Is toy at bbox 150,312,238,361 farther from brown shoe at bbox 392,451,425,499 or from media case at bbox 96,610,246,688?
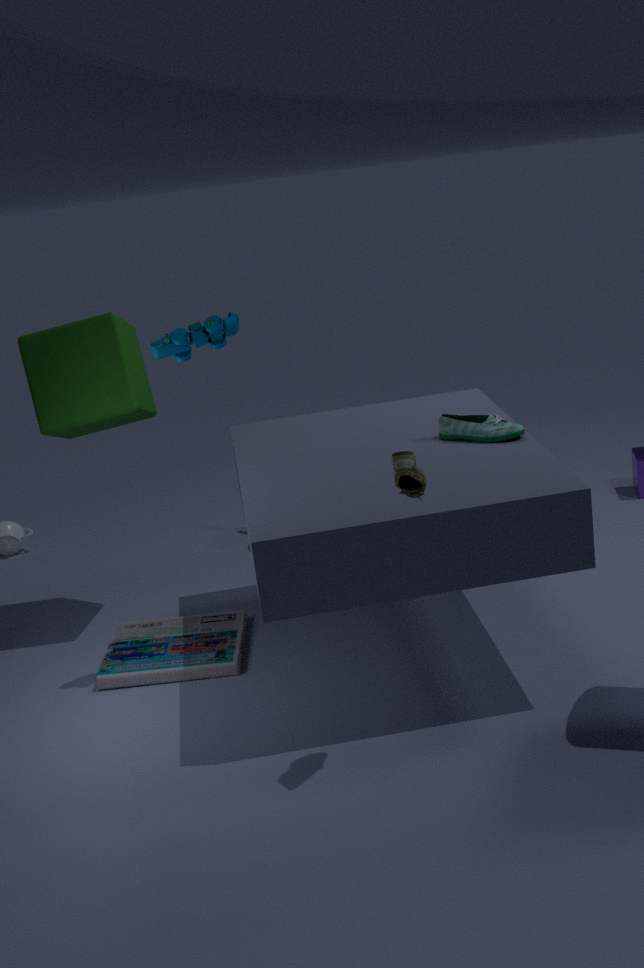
media case at bbox 96,610,246,688
